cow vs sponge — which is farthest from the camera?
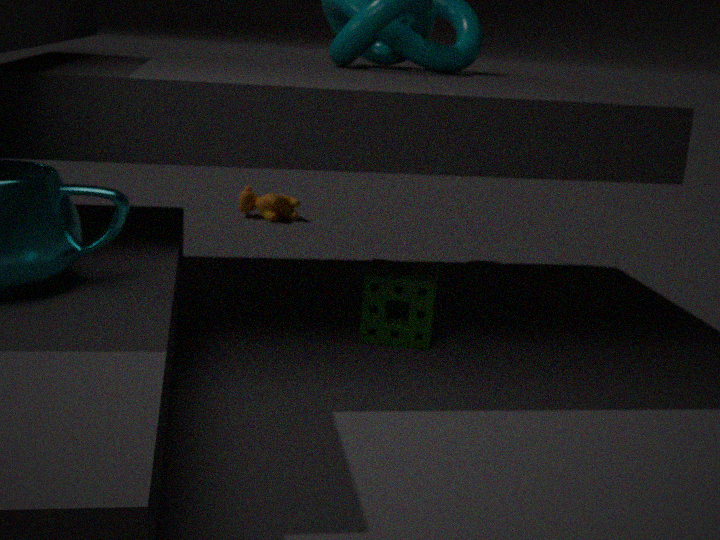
cow
